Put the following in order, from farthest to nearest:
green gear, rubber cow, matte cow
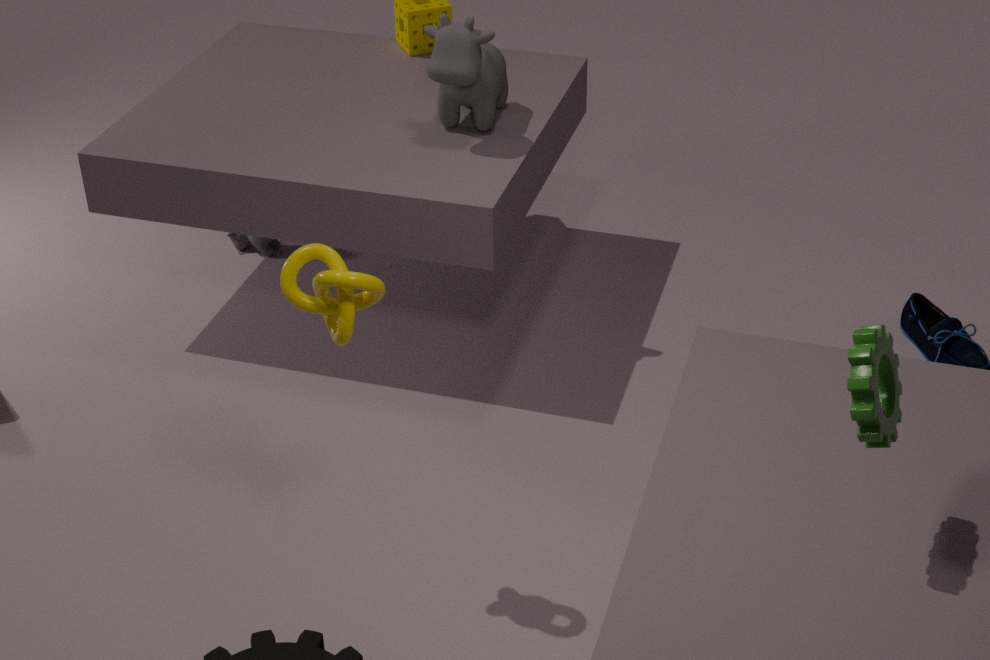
1. rubber cow
2. matte cow
3. green gear
